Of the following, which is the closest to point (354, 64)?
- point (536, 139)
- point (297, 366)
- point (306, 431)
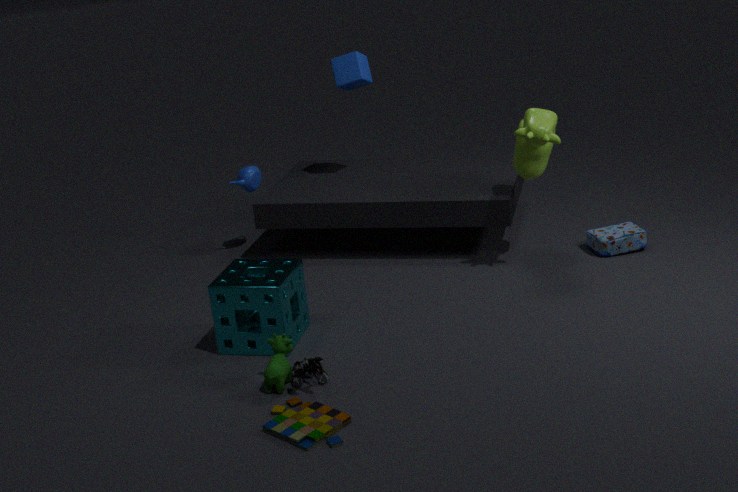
point (536, 139)
